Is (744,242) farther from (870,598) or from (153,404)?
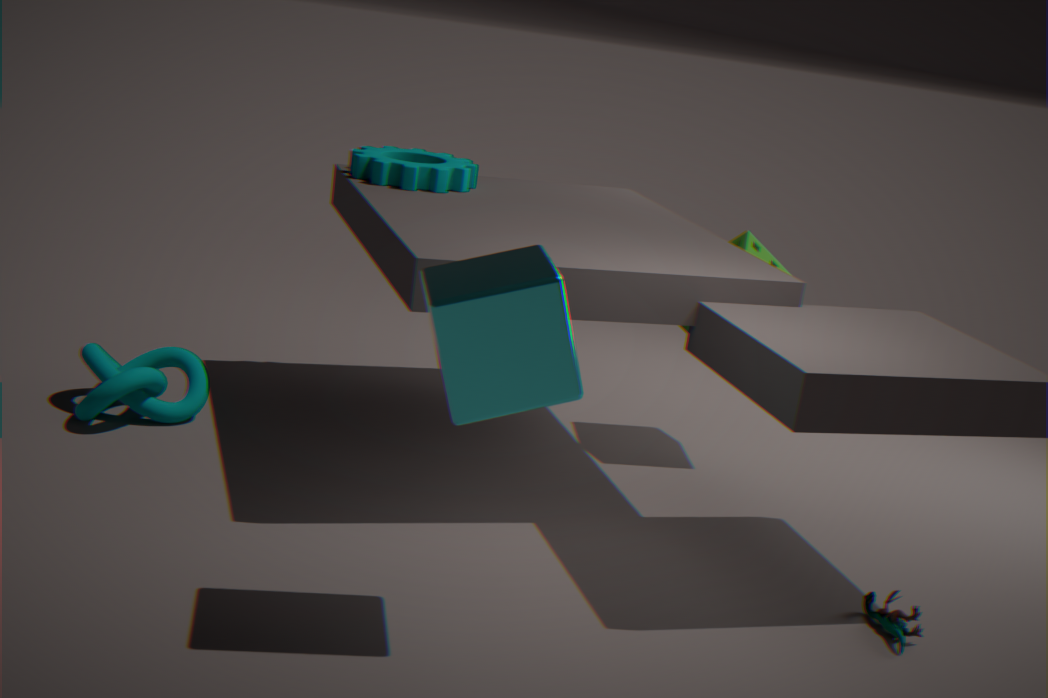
(153,404)
